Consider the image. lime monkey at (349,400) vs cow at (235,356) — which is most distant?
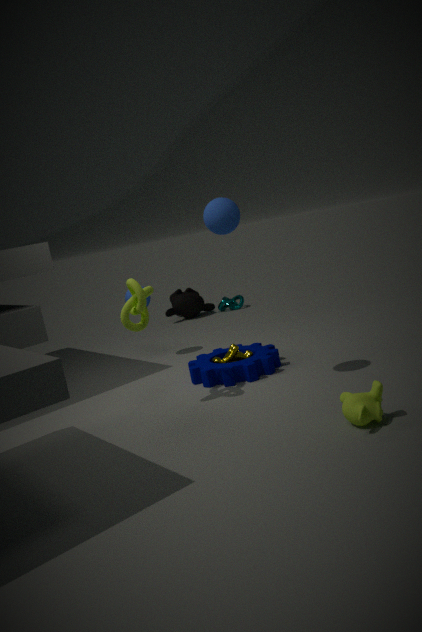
cow at (235,356)
